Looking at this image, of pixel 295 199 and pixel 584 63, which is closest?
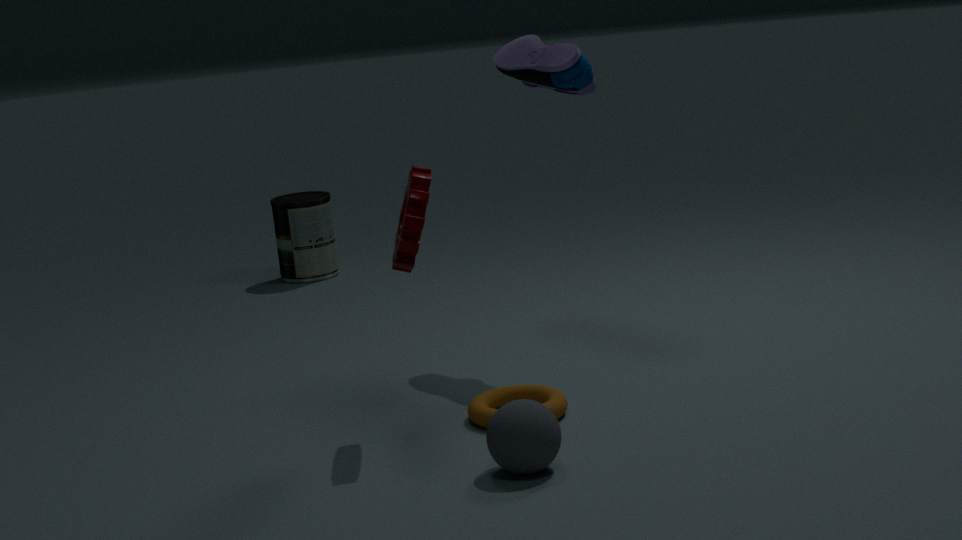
pixel 584 63
